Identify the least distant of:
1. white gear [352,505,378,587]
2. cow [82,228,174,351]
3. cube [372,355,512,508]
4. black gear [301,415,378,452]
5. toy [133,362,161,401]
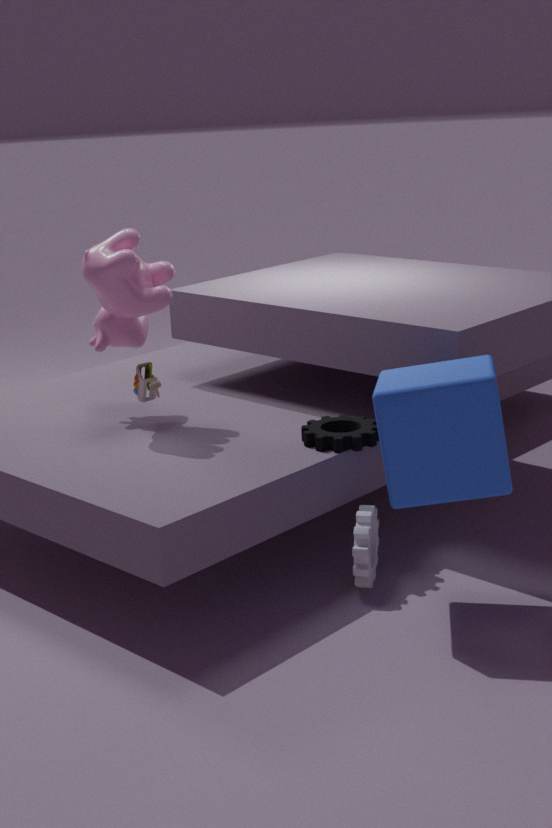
cube [372,355,512,508]
